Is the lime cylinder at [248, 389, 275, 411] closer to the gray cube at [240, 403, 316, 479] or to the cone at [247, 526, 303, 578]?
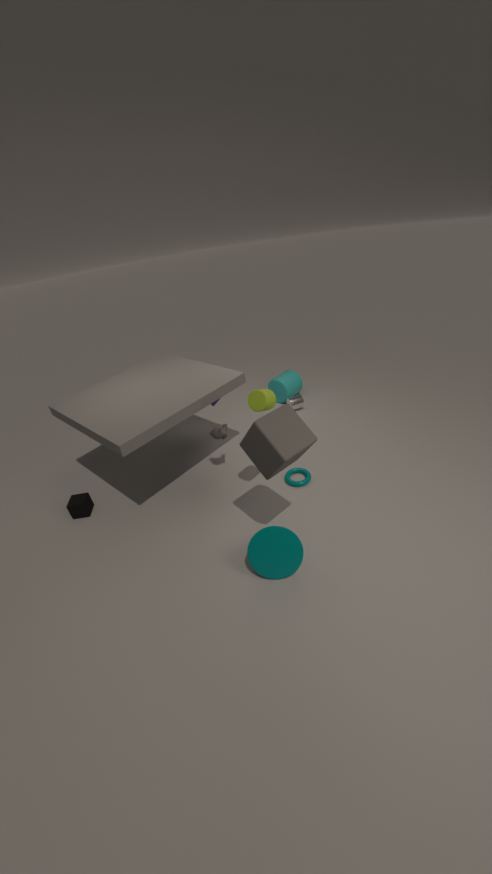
the gray cube at [240, 403, 316, 479]
